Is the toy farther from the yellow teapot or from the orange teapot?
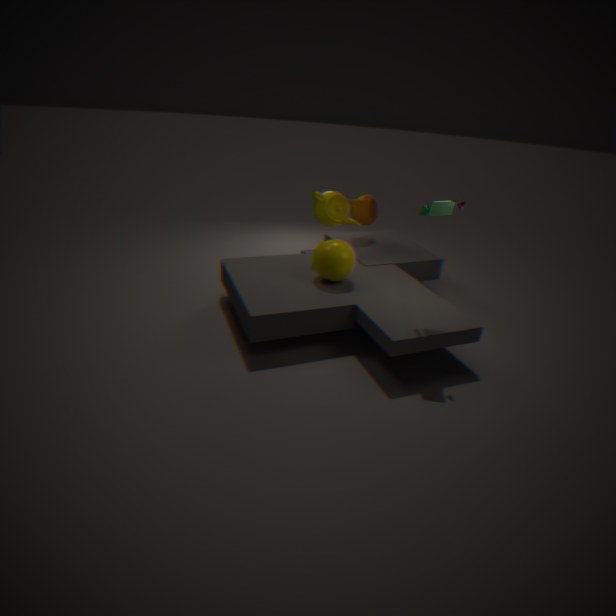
the orange teapot
